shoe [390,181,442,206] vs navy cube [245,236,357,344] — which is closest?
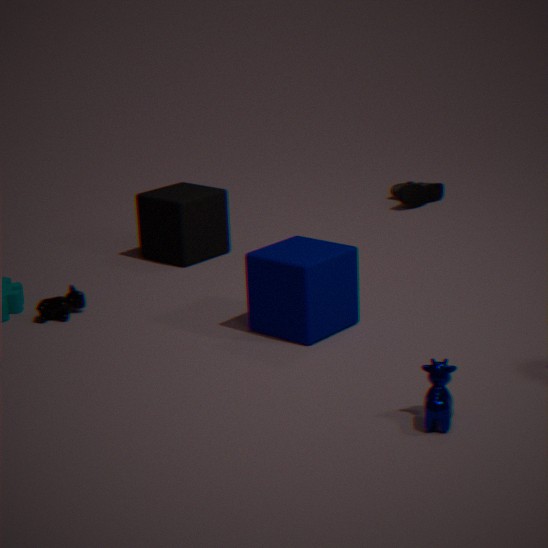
navy cube [245,236,357,344]
